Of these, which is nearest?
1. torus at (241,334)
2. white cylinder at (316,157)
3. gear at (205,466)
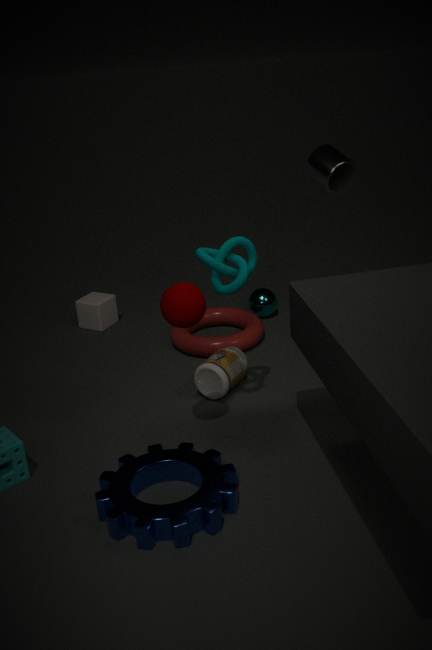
gear at (205,466)
